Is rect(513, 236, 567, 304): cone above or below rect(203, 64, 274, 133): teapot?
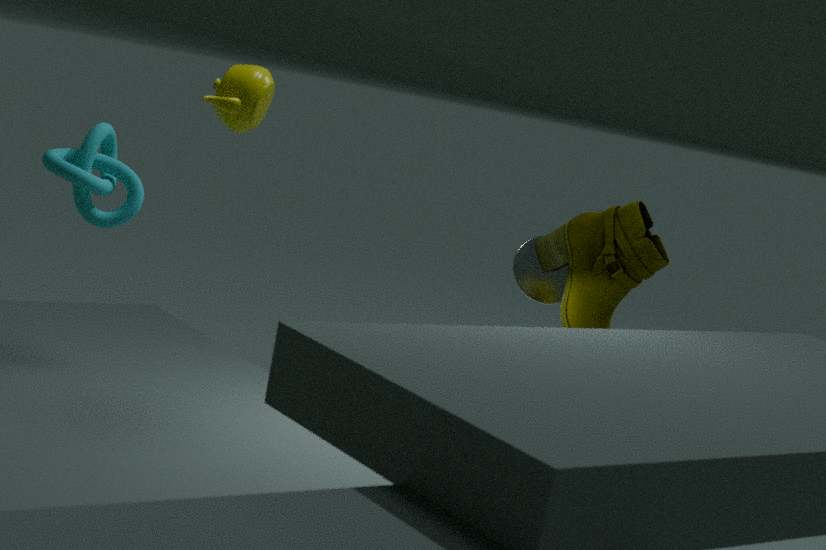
below
